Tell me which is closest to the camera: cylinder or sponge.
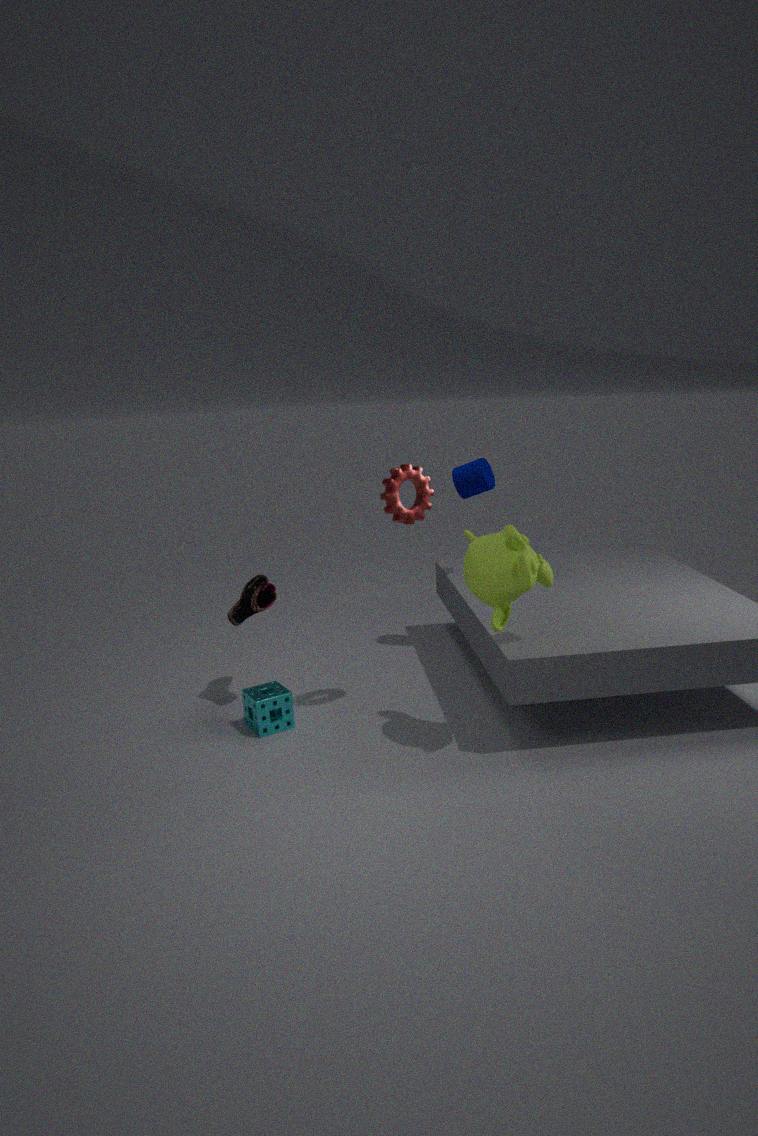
sponge
